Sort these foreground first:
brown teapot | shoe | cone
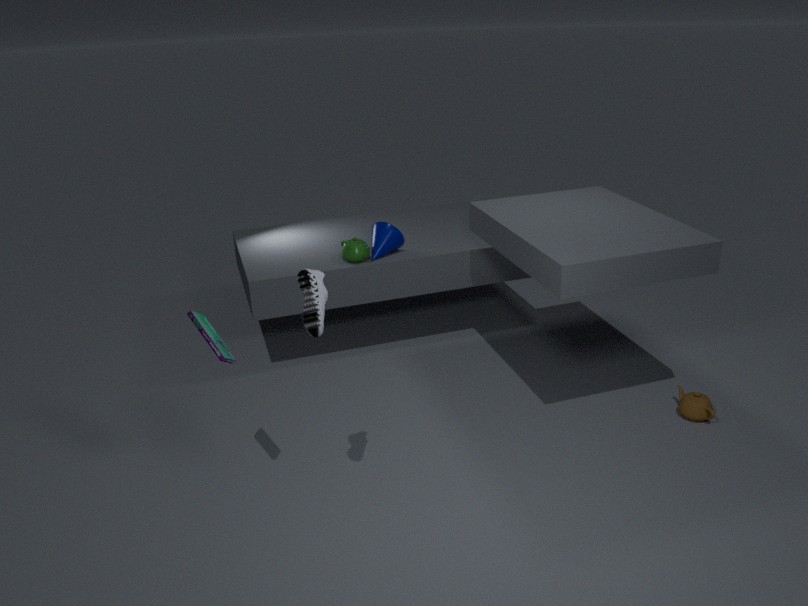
shoe
brown teapot
cone
